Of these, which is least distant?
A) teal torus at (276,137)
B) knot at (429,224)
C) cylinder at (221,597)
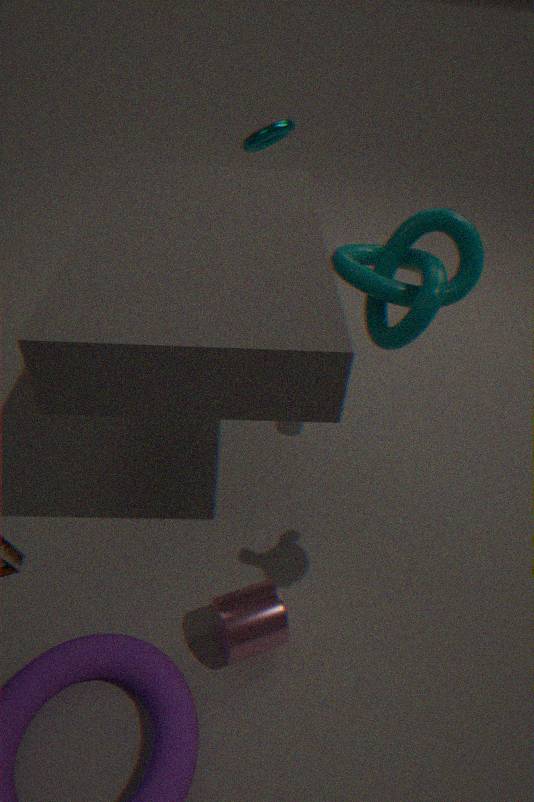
cylinder at (221,597)
